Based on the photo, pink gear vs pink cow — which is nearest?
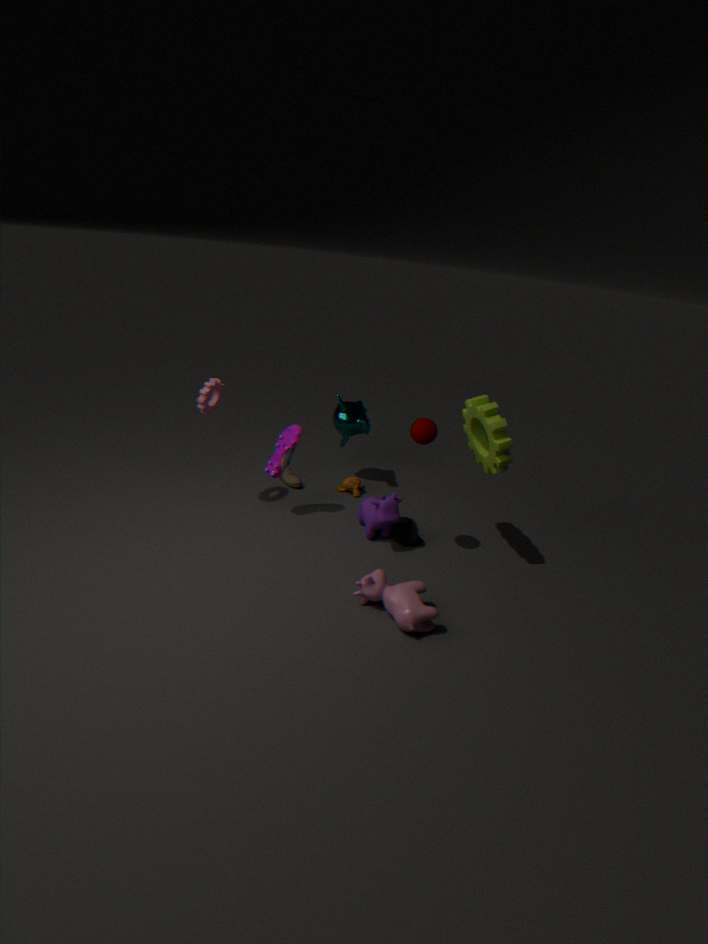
pink cow
